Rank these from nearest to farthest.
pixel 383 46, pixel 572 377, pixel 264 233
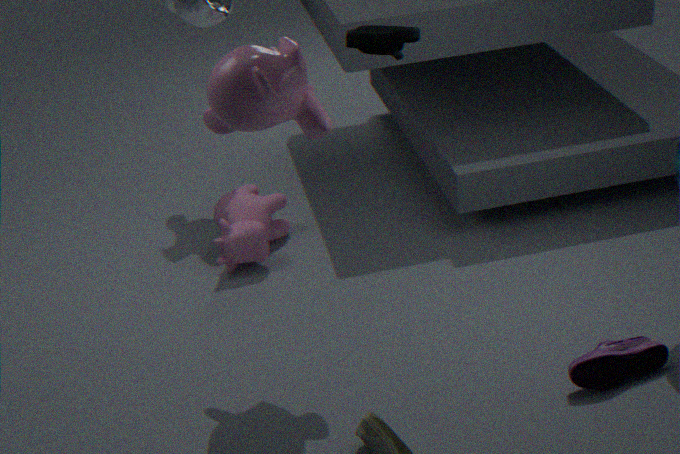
pixel 383 46 → pixel 572 377 → pixel 264 233
